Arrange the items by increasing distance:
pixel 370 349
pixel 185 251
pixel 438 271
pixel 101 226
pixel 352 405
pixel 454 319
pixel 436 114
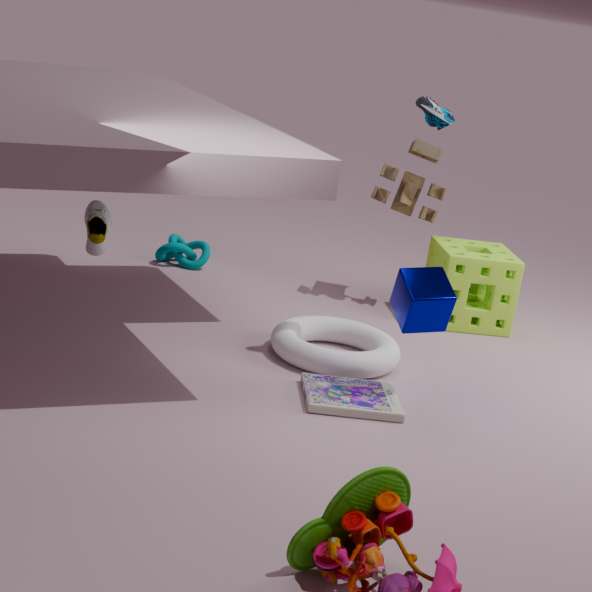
pixel 352 405 < pixel 438 271 < pixel 436 114 < pixel 101 226 < pixel 370 349 < pixel 454 319 < pixel 185 251
